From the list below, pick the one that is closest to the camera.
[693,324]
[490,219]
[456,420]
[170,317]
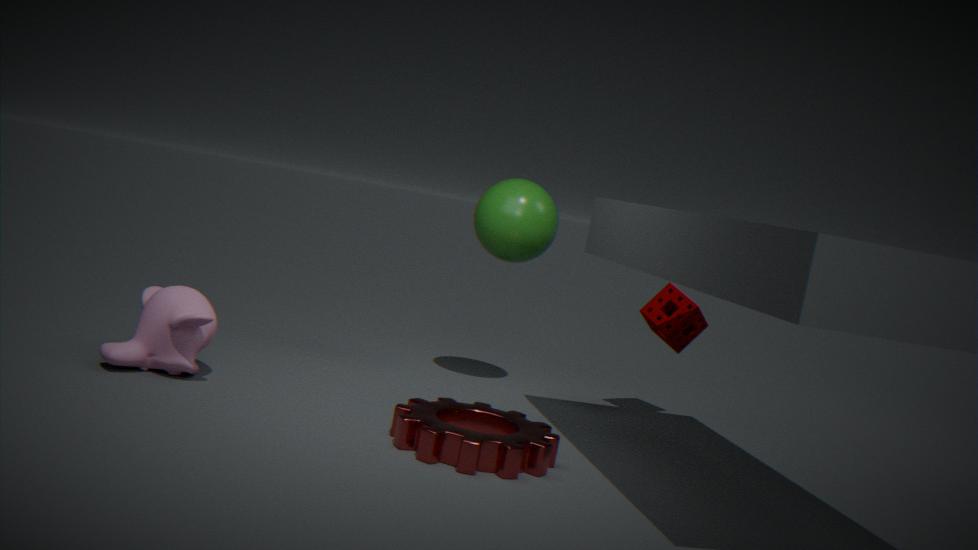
[456,420]
